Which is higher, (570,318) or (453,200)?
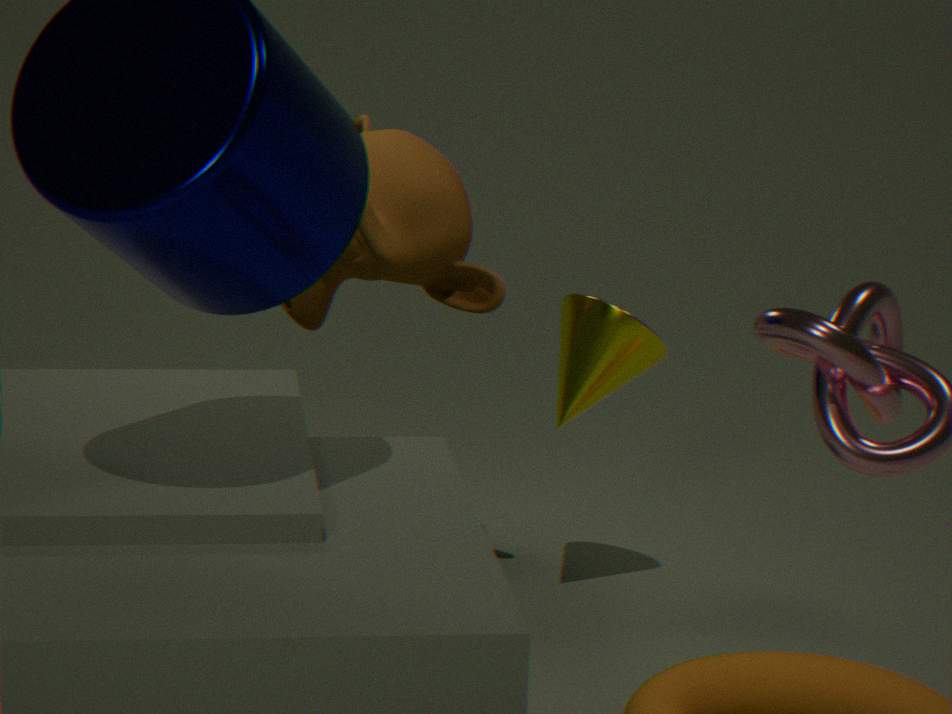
(453,200)
